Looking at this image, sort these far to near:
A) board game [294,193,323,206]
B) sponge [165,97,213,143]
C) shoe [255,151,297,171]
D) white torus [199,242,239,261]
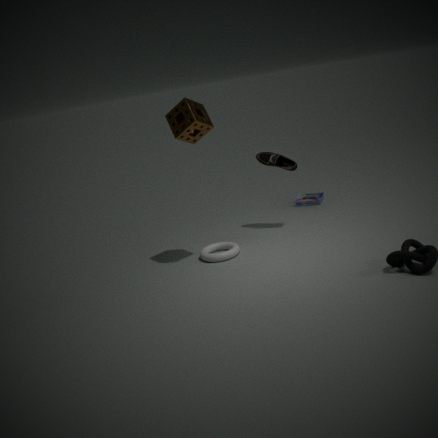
1. board game [294,193,323,206]
2. shoe [255,151,297,171]
3. white torus [199,242,239,261]
4. sponge [165,97,213,143]
